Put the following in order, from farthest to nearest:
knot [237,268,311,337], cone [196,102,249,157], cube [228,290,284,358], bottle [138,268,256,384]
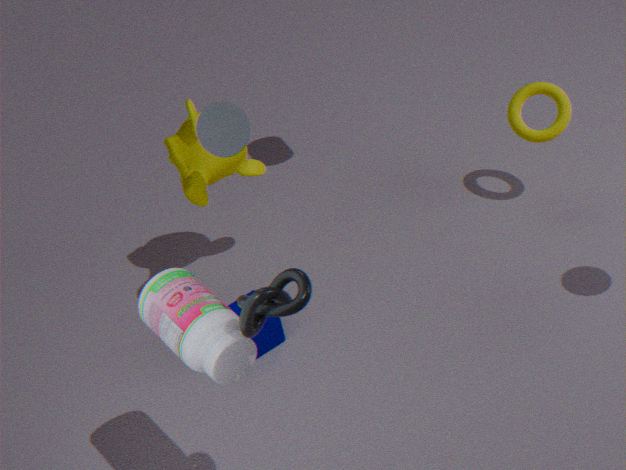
cube [228,290,284,358] → cone [196,102,249,157] → bottle [138,268,256,384] → knot [237,268,311,337]
